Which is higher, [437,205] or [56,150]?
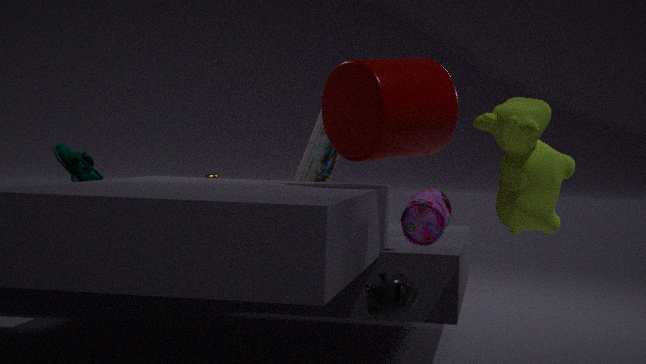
[56,150]
